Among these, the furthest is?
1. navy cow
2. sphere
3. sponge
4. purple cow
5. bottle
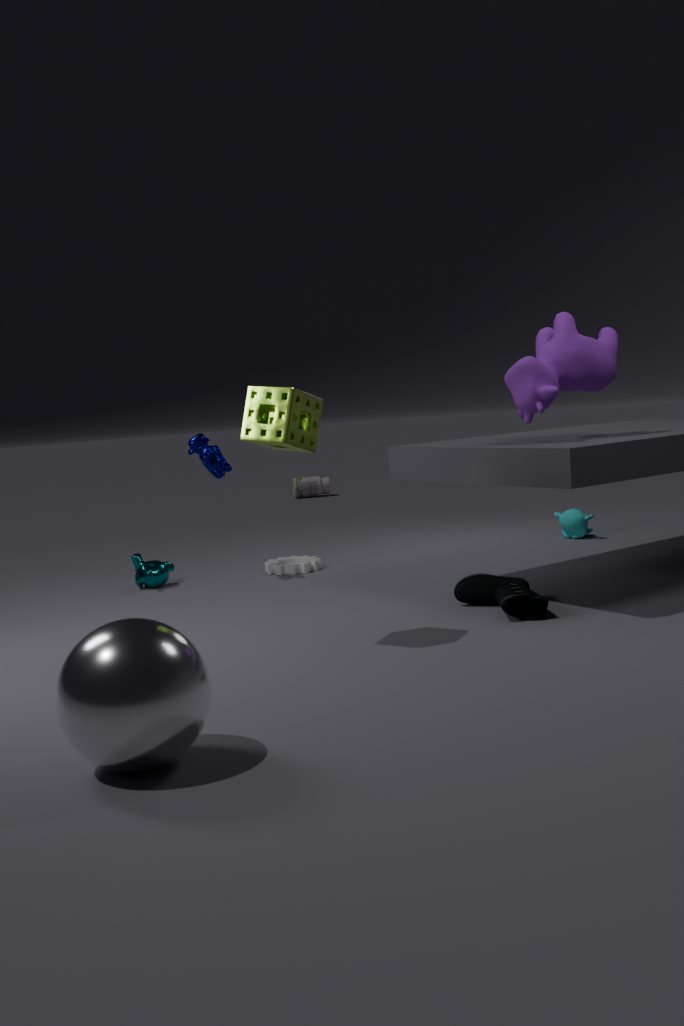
bottle
